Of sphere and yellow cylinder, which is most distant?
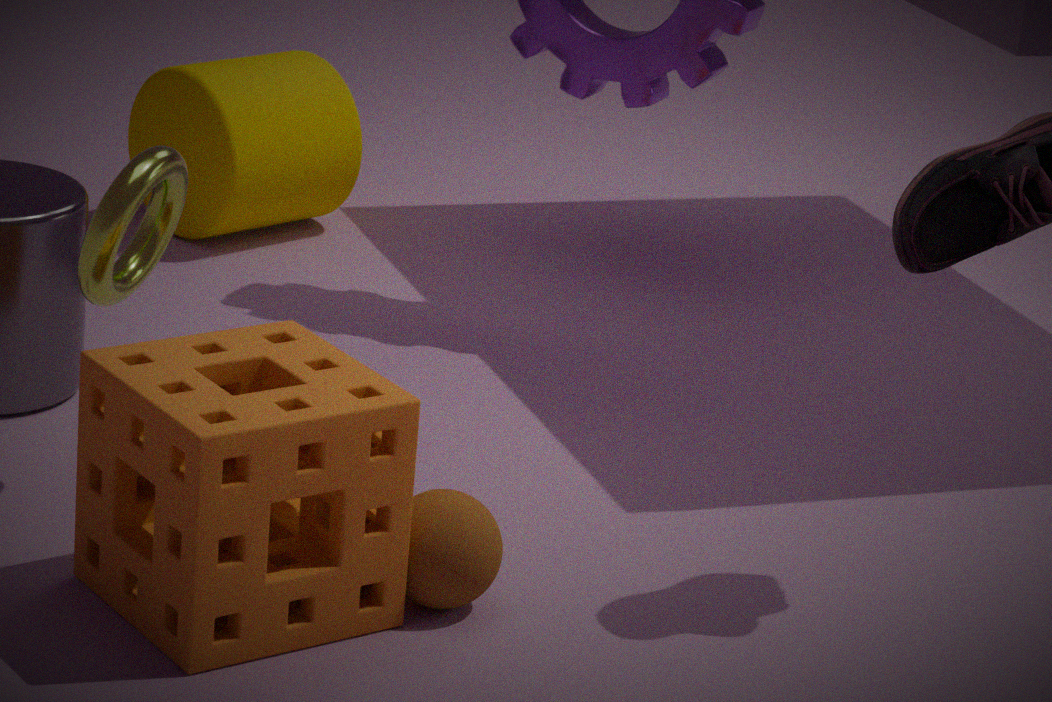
yellow cylinder
